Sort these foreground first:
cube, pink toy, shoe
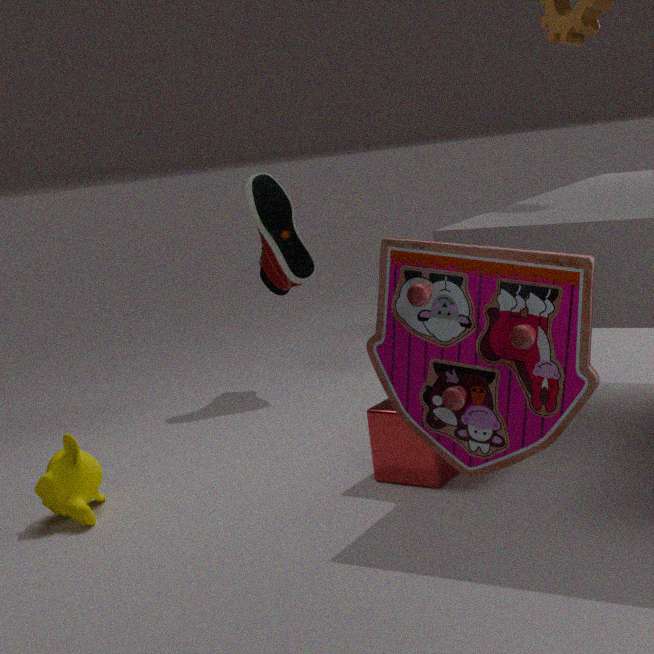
1. pink toy
2. cube
3. shoe
